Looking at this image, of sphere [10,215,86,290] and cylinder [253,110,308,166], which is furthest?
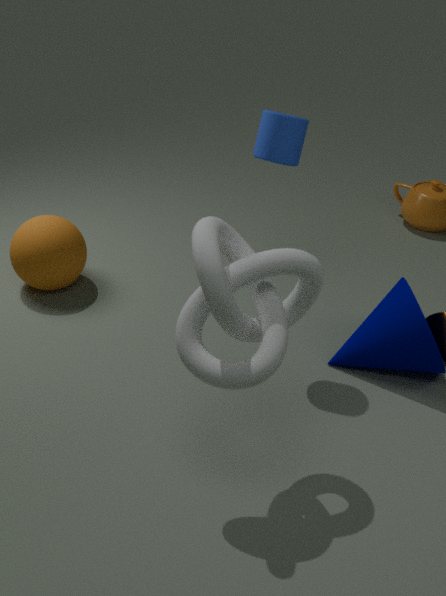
sphere [10,215,86,290]
